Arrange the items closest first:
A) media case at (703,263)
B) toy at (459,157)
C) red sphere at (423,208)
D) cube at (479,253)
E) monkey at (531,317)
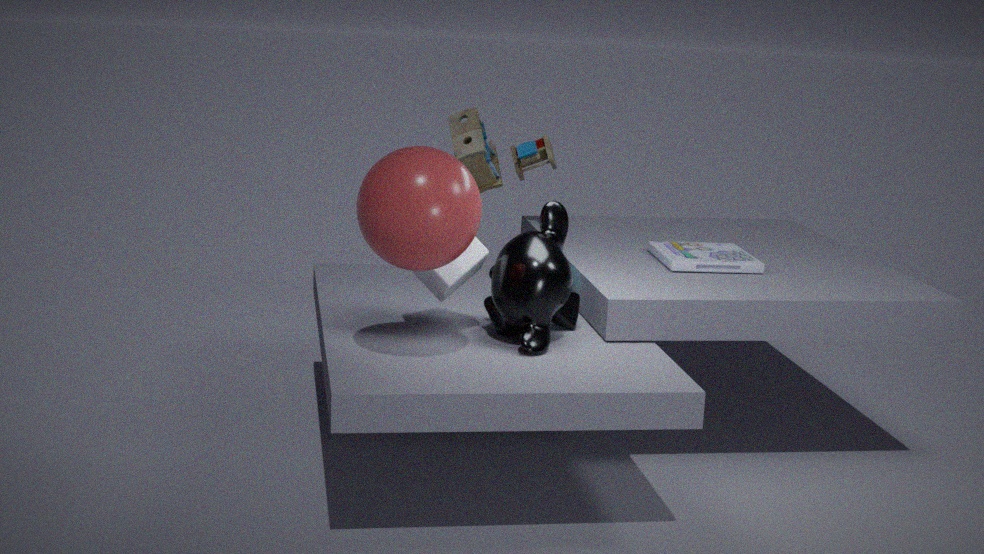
red sphere at (423,208) → monkey at (531,317) → cube at (479,253) → media case at (703,263) → toy at (459,157)
